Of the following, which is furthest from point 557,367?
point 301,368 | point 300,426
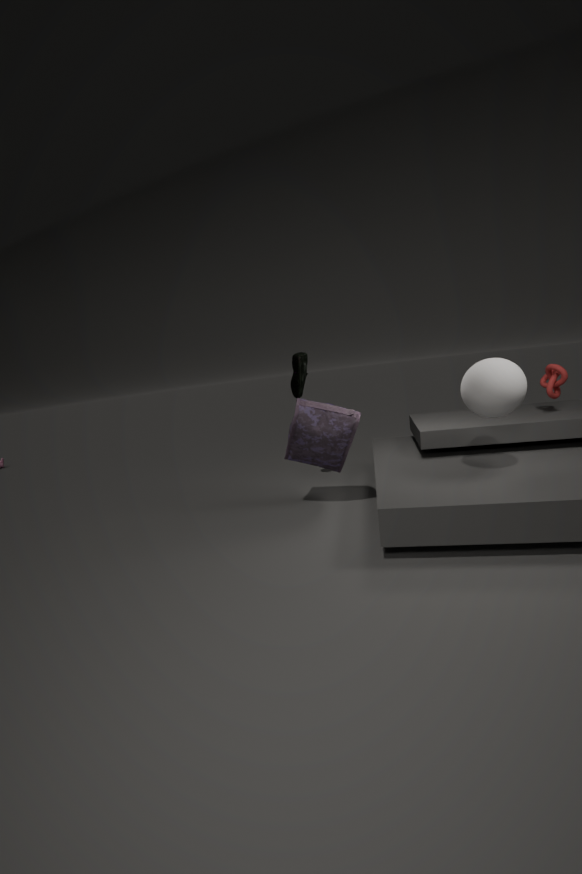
point 301,368
